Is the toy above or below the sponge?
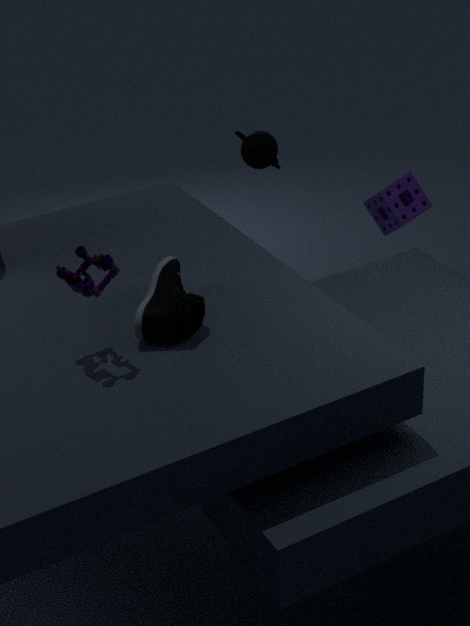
above
